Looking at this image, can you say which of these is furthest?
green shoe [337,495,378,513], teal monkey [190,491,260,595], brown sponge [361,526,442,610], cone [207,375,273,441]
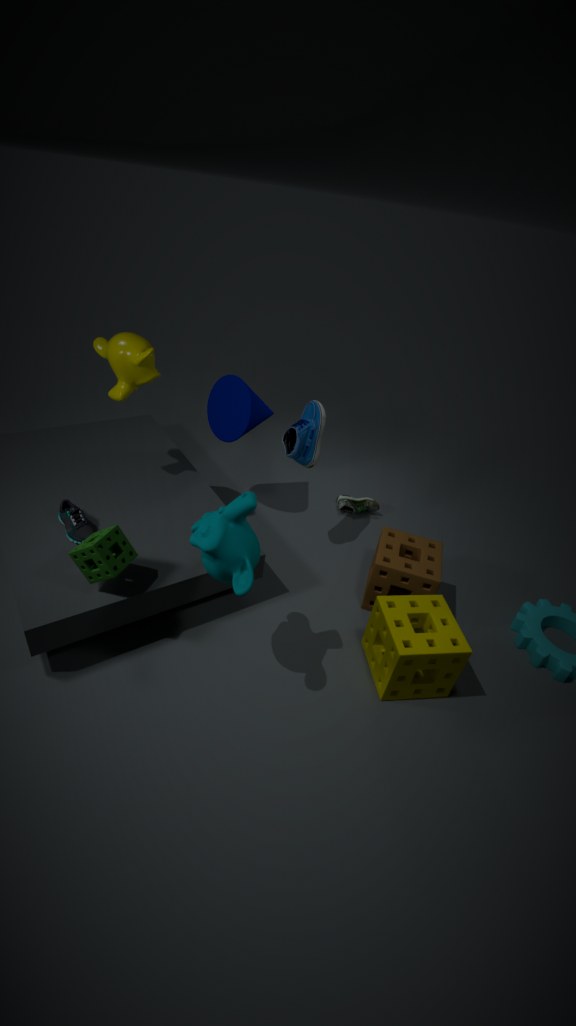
green shoe [337,495,378,513]
